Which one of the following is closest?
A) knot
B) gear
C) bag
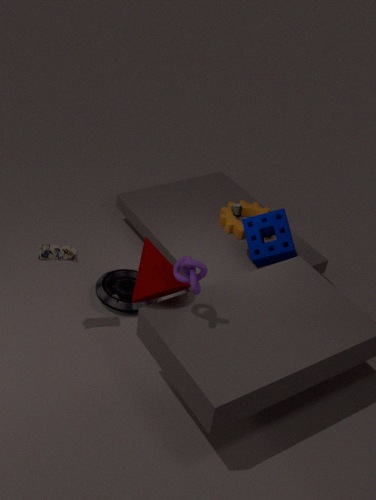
knot
